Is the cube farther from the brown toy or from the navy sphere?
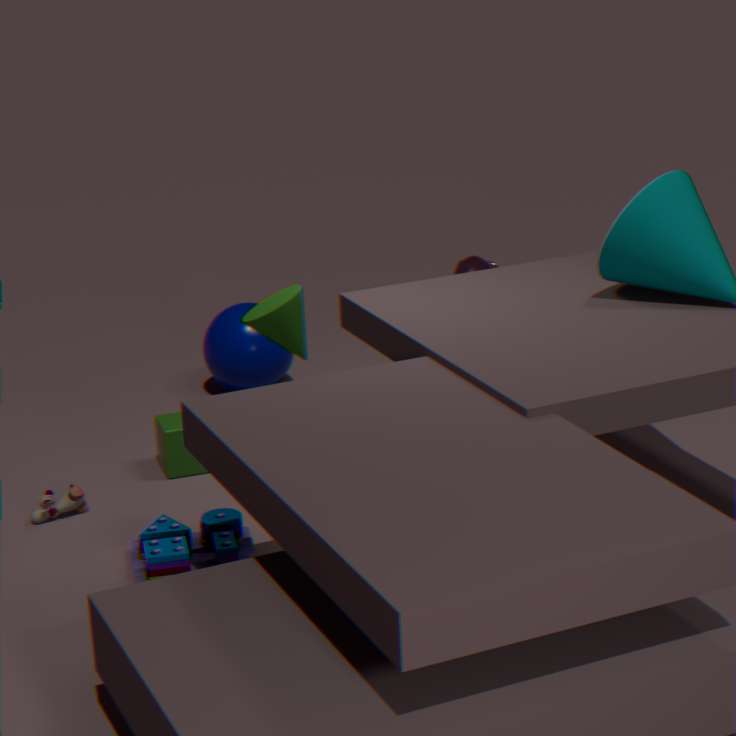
the navy sphere
